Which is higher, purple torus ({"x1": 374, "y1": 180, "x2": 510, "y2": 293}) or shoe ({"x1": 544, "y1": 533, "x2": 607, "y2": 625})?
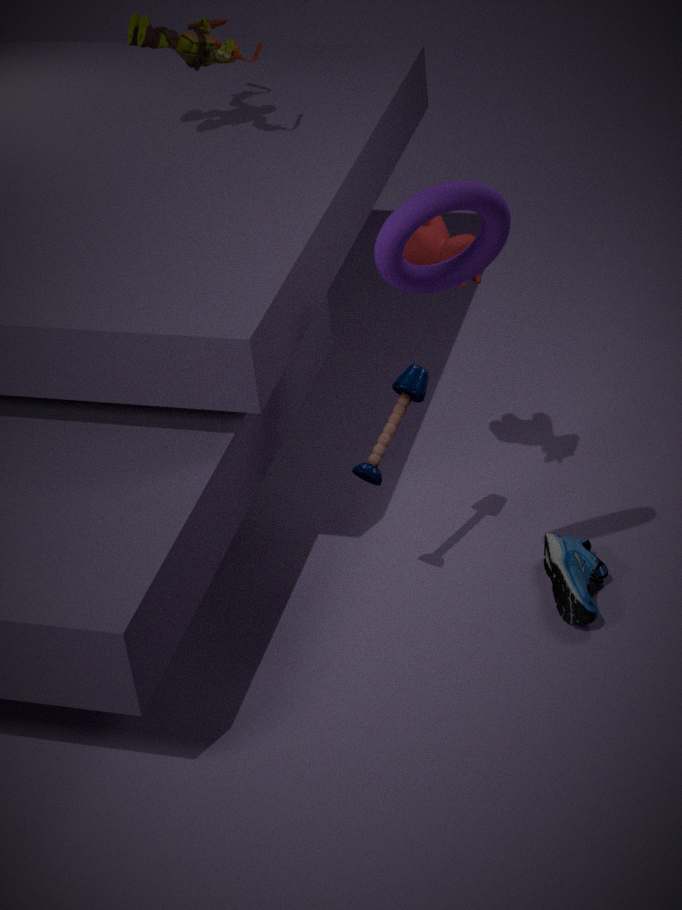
purple torus ({"x1": 374, "y1": 180, "x2": 510, "y2": 293})
